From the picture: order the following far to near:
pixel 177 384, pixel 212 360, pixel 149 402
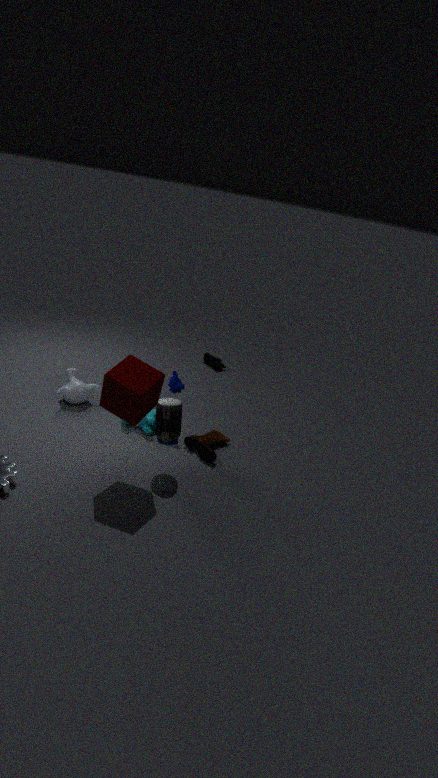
pixel 212 360 < pixel 177 384 < pixel 149 402
